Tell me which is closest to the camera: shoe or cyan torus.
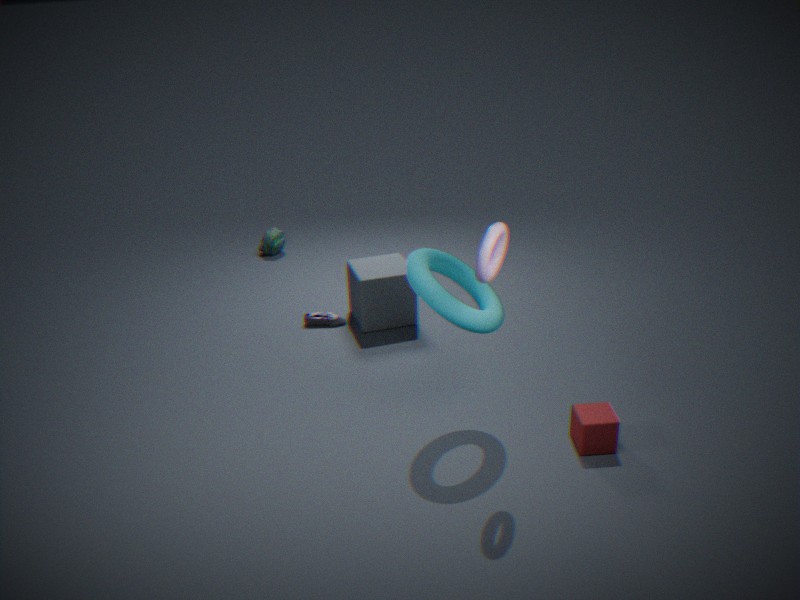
cyan torus
